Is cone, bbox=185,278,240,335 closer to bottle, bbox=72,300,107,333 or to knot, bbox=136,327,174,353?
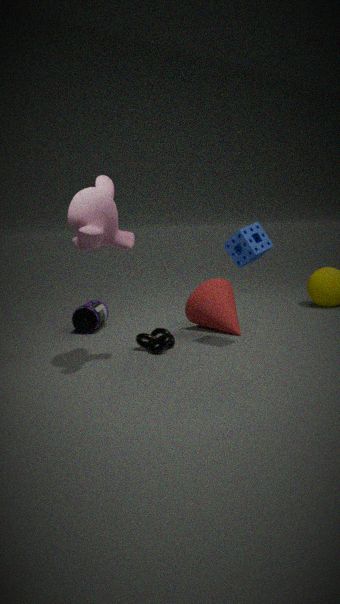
knot, bbox=136,327,174,353
